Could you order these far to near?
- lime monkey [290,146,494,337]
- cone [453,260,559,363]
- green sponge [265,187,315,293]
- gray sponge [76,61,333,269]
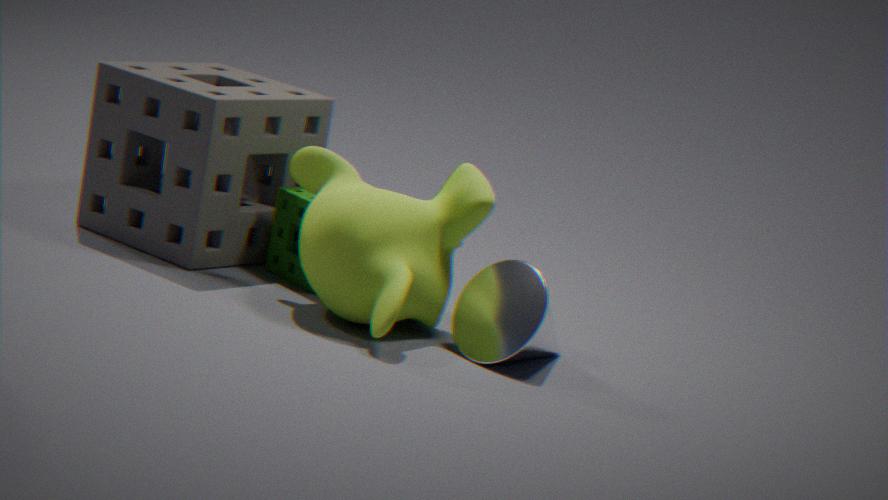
green sponge [265,187,315,293], gray sponge [76,61,333,269], lime monkey [290,146,494,337], cone [453,260,559,363]
